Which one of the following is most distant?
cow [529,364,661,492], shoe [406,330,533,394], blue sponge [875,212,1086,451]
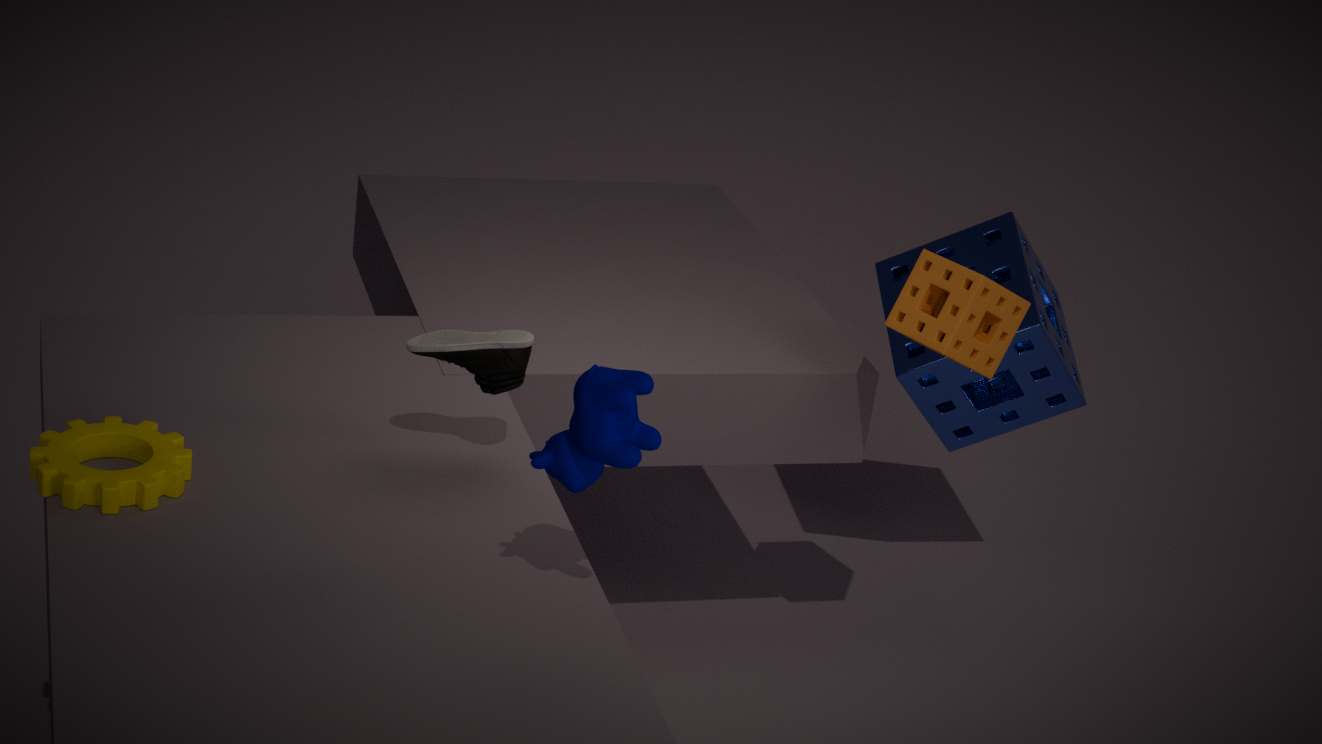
blue sponge [875,212,1086,451]
